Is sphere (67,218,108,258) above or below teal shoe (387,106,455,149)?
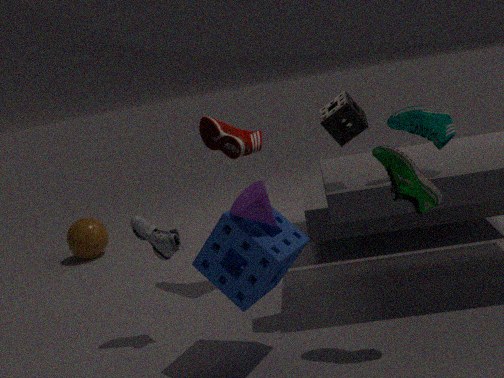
below
